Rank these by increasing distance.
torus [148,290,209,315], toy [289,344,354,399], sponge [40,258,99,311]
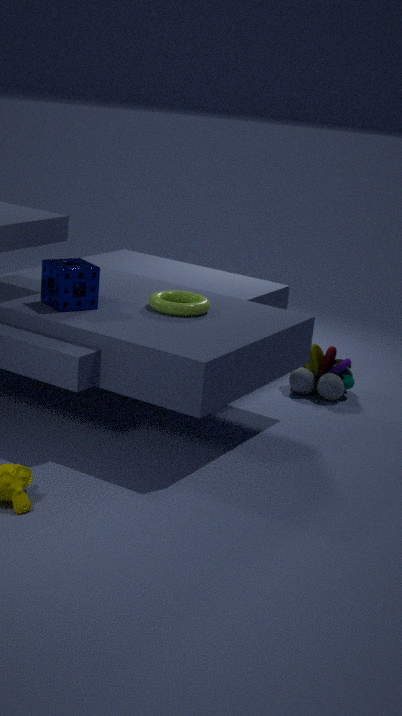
sponge [40,258,99,311] < torus [148,290,209,315] < toy [289,344,354,399]
